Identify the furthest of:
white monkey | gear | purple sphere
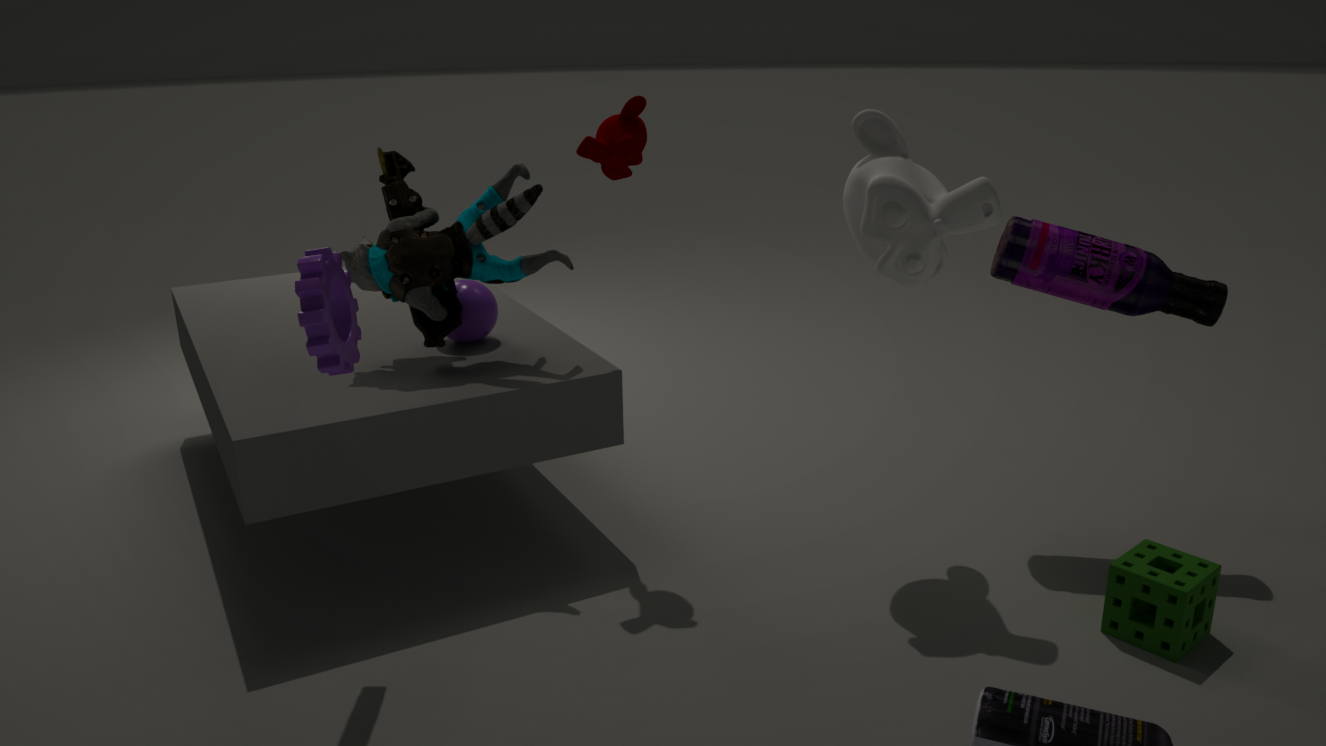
purple sphere
